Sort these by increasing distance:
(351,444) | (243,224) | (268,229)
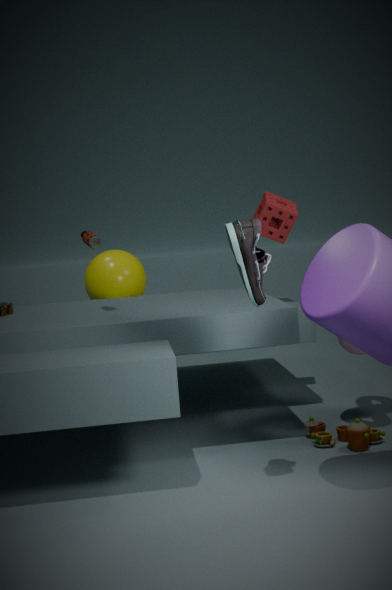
(243,224), (351,444), (268,229)
